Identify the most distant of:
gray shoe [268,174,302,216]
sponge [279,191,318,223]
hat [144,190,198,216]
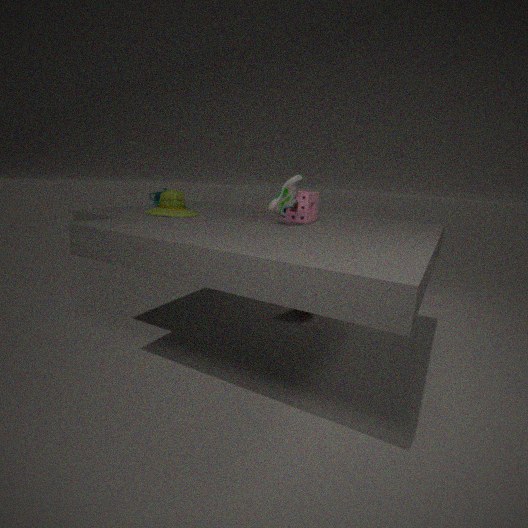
hat [144,190,198,216]
